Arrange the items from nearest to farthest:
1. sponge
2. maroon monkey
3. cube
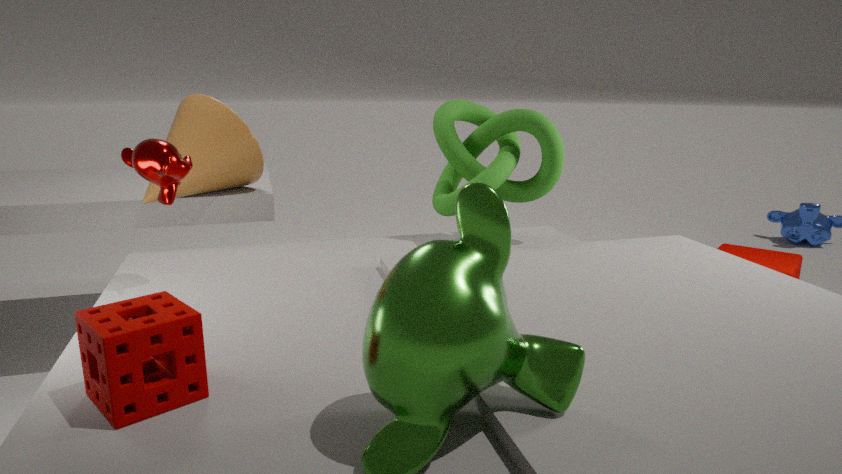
sponge, maroon monkey, cube
